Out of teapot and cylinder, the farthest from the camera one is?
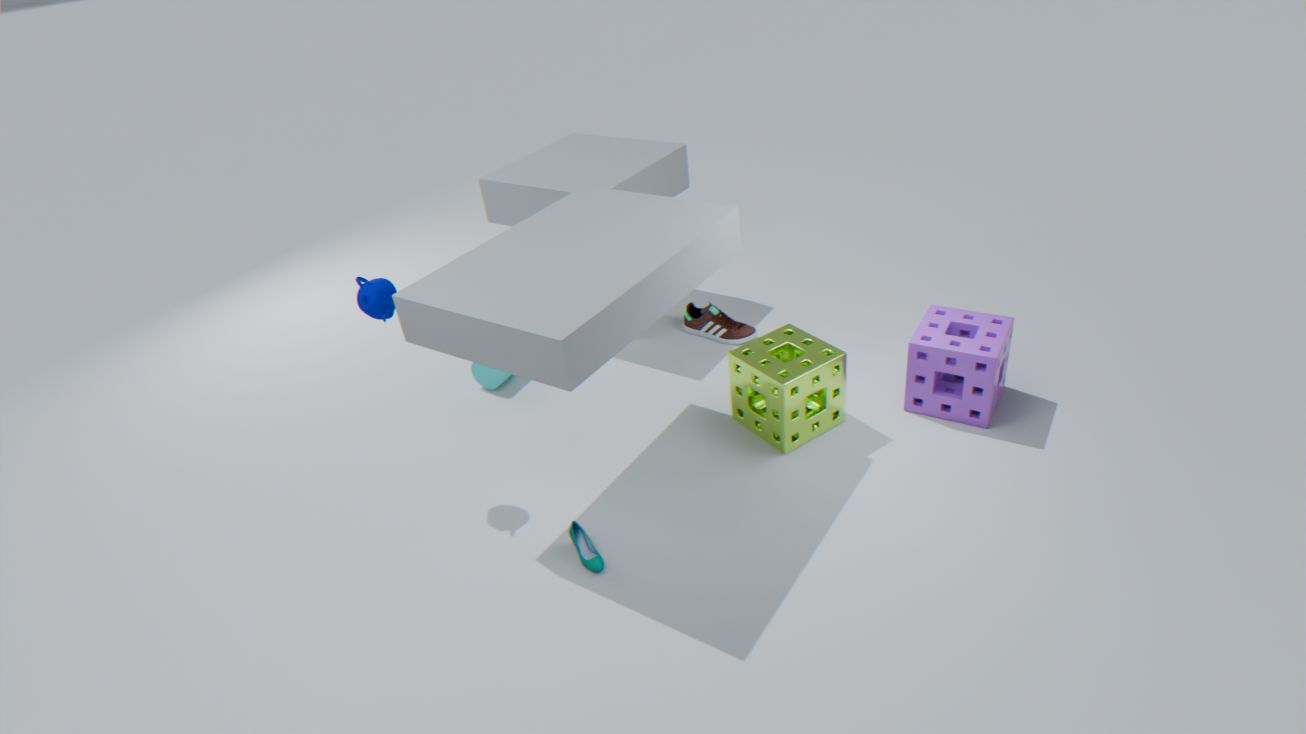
cylinder
